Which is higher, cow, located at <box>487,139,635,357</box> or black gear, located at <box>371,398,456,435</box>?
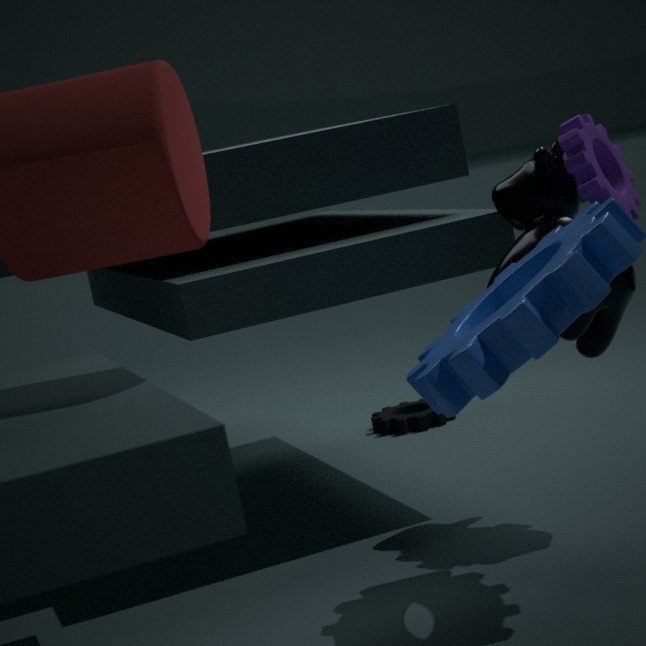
cow, located at <box>487,139,635,357</box>
